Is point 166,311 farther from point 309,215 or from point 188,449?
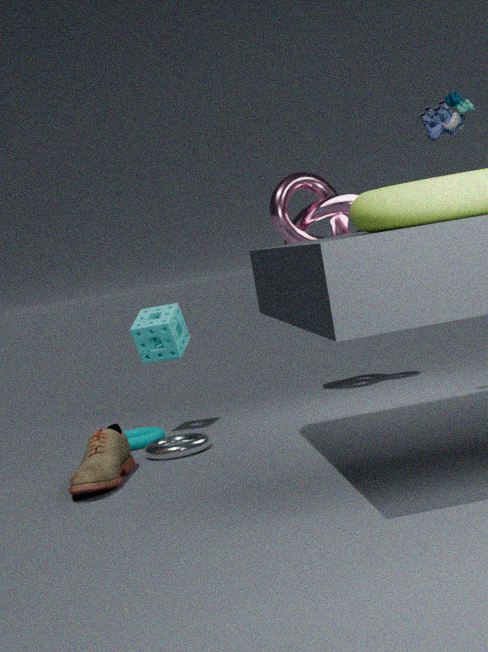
point 309,215
